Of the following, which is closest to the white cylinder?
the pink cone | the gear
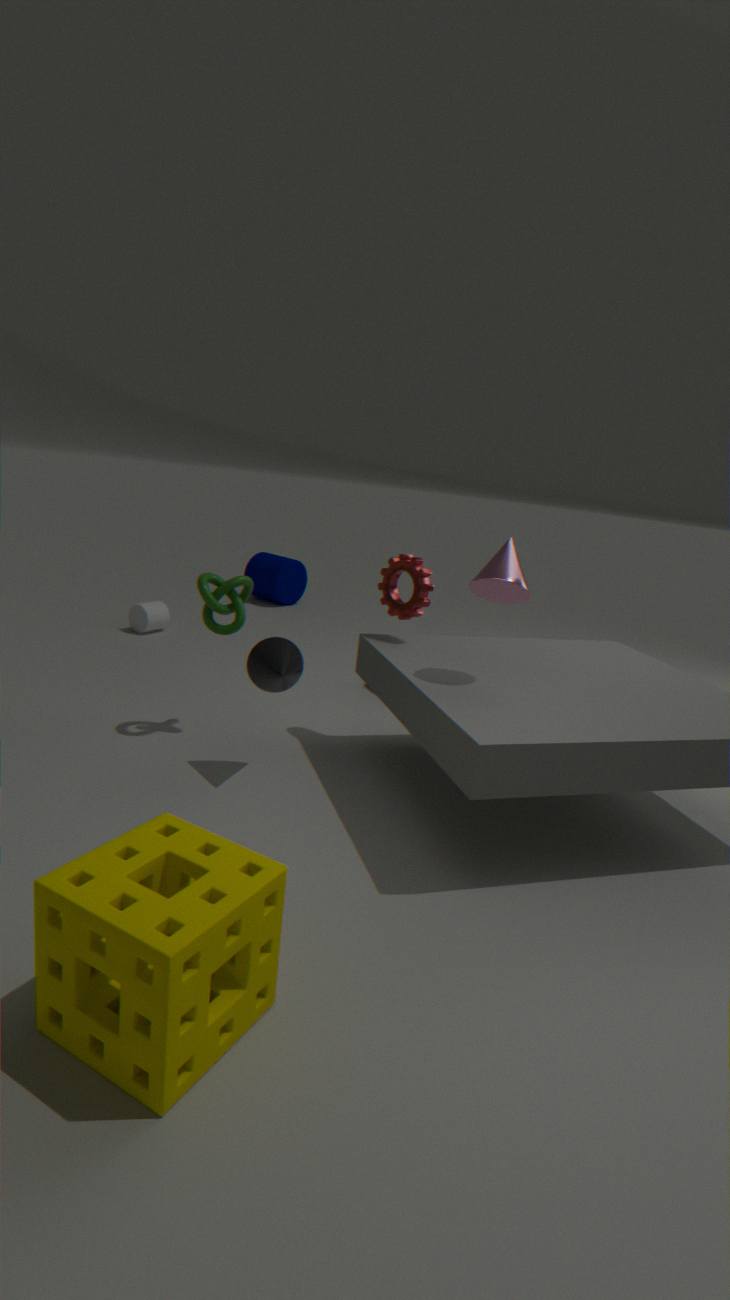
the gear
